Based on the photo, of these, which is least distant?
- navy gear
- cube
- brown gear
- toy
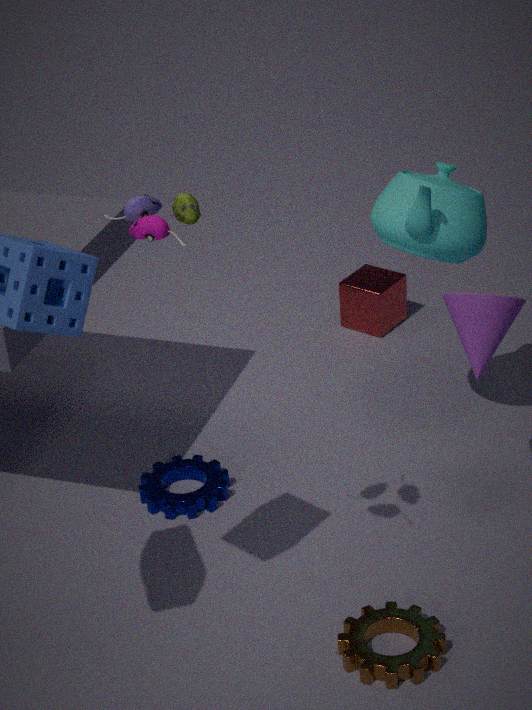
toy
